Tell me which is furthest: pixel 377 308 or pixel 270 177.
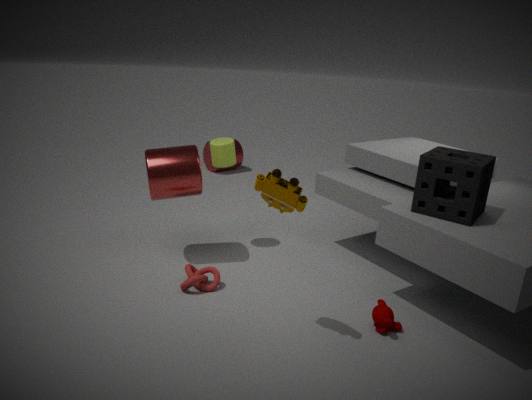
pixel 377 308
